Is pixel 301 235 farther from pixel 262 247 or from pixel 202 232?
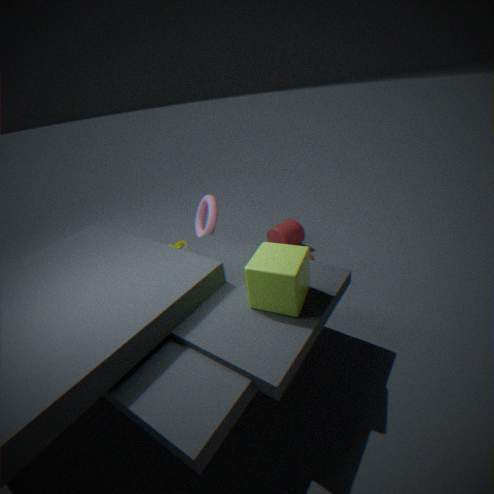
pixel 262 247
